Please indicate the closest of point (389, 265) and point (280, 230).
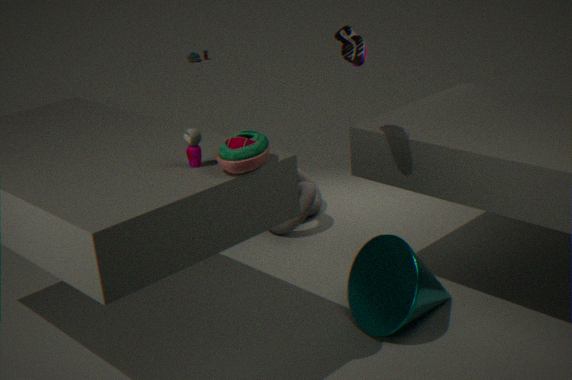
point (389, 265)
